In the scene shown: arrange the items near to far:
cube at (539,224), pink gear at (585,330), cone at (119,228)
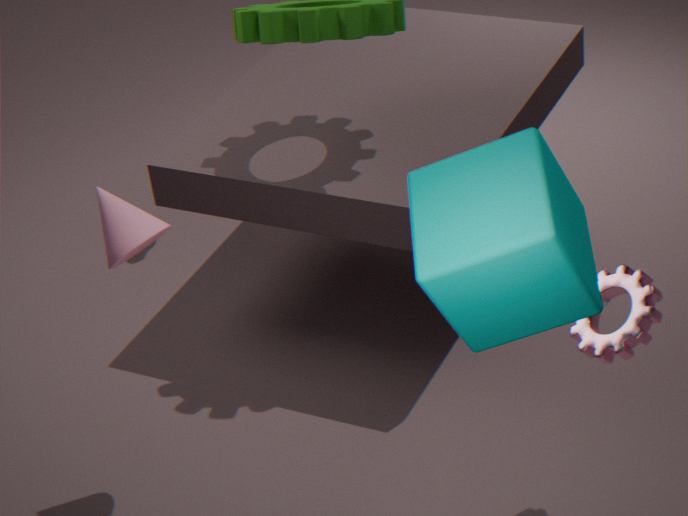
cube at (539,224), pink gear at (585,330), cone at (119,228)
